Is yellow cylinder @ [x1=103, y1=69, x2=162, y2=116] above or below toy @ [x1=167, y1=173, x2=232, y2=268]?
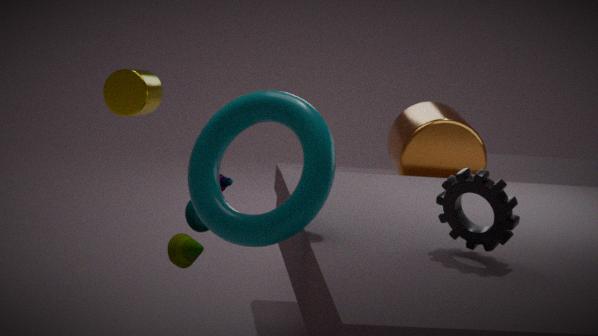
above
